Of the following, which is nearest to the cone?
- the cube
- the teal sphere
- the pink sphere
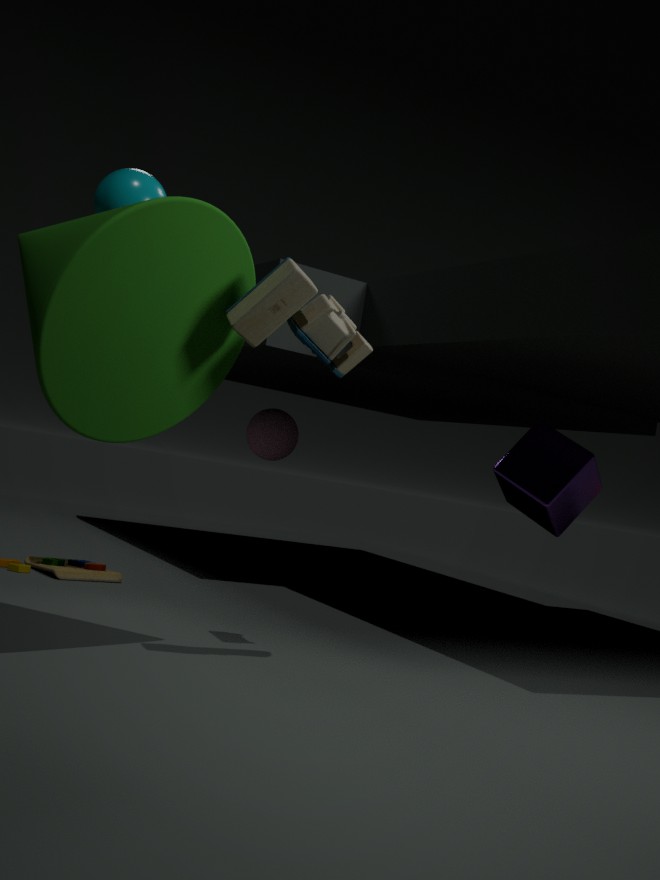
the teal sphere
